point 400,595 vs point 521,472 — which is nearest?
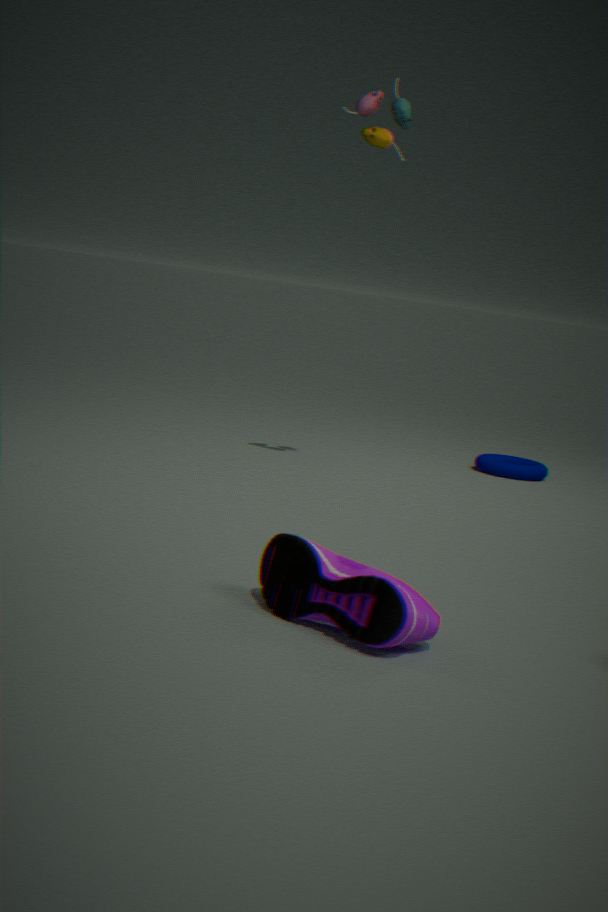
point 400,595
